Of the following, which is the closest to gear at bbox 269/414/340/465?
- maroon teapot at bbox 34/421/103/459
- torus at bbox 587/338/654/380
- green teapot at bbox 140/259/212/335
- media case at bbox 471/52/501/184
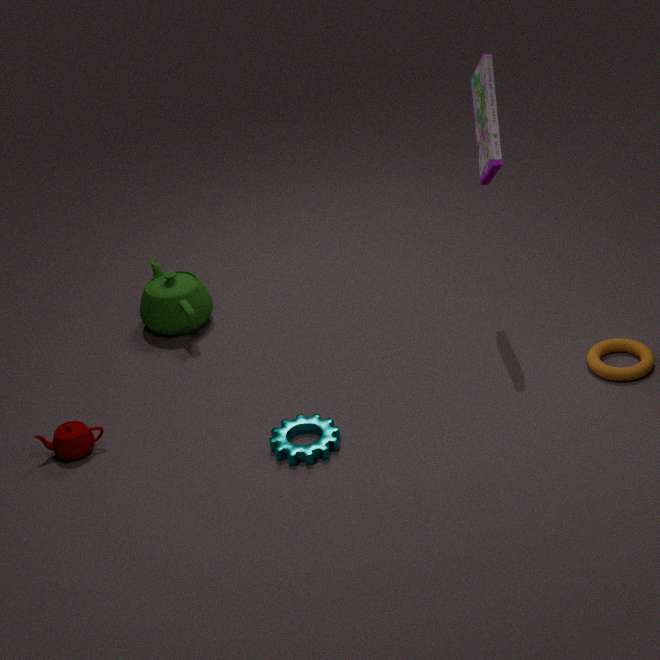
maroon teapot at bbox 34/421/103/459
